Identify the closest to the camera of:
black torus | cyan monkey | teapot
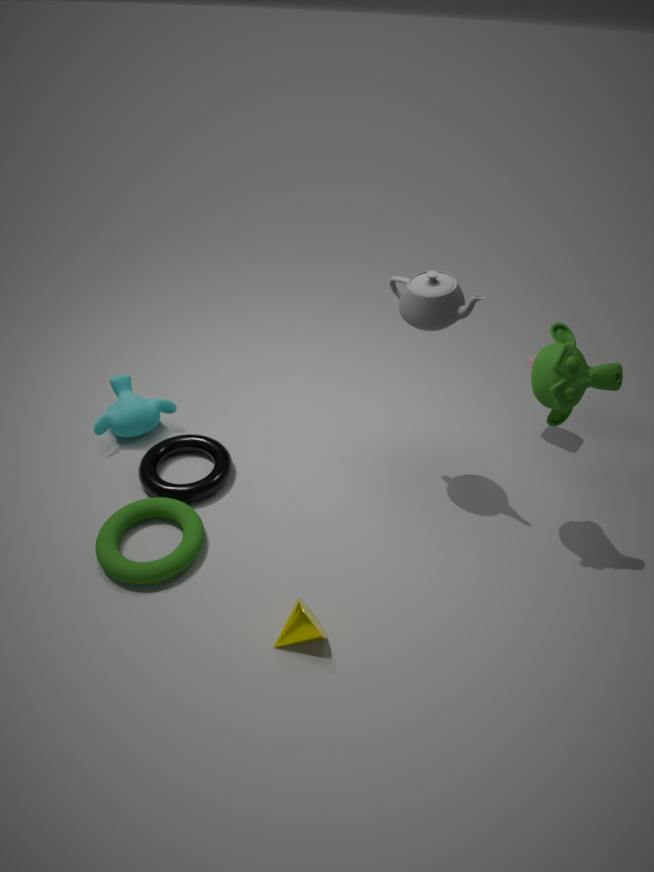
teapot
